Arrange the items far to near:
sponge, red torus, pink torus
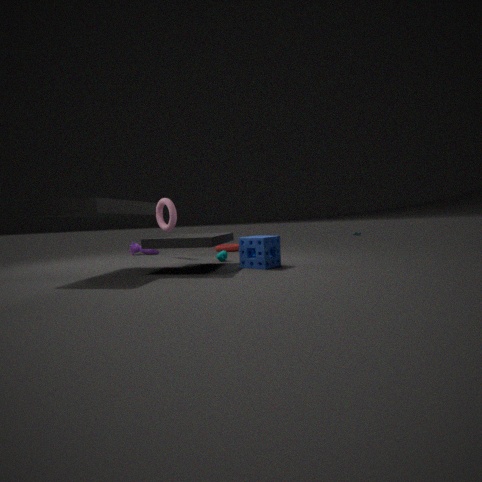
red torus → pink torus → sponge
